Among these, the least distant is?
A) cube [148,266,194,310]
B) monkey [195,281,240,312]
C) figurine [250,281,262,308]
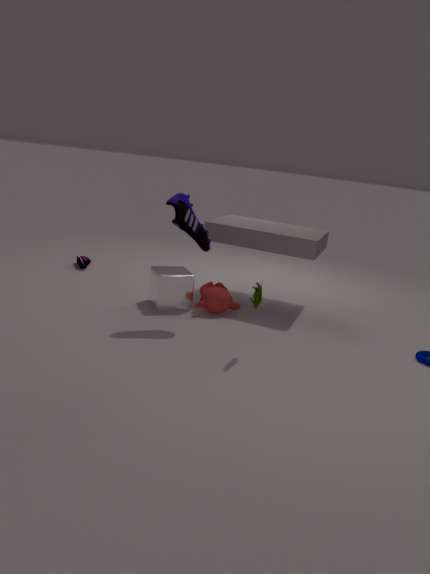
figurine [250,281,262,308]
